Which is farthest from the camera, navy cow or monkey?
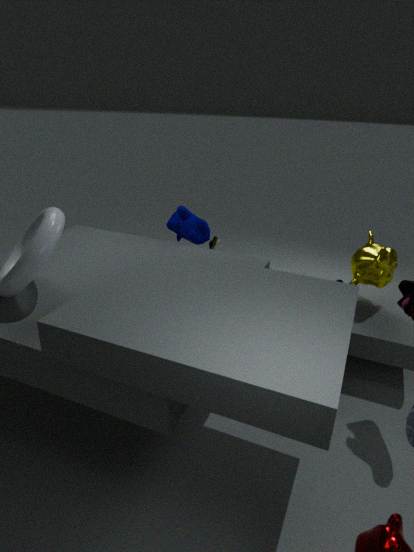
navy cow
